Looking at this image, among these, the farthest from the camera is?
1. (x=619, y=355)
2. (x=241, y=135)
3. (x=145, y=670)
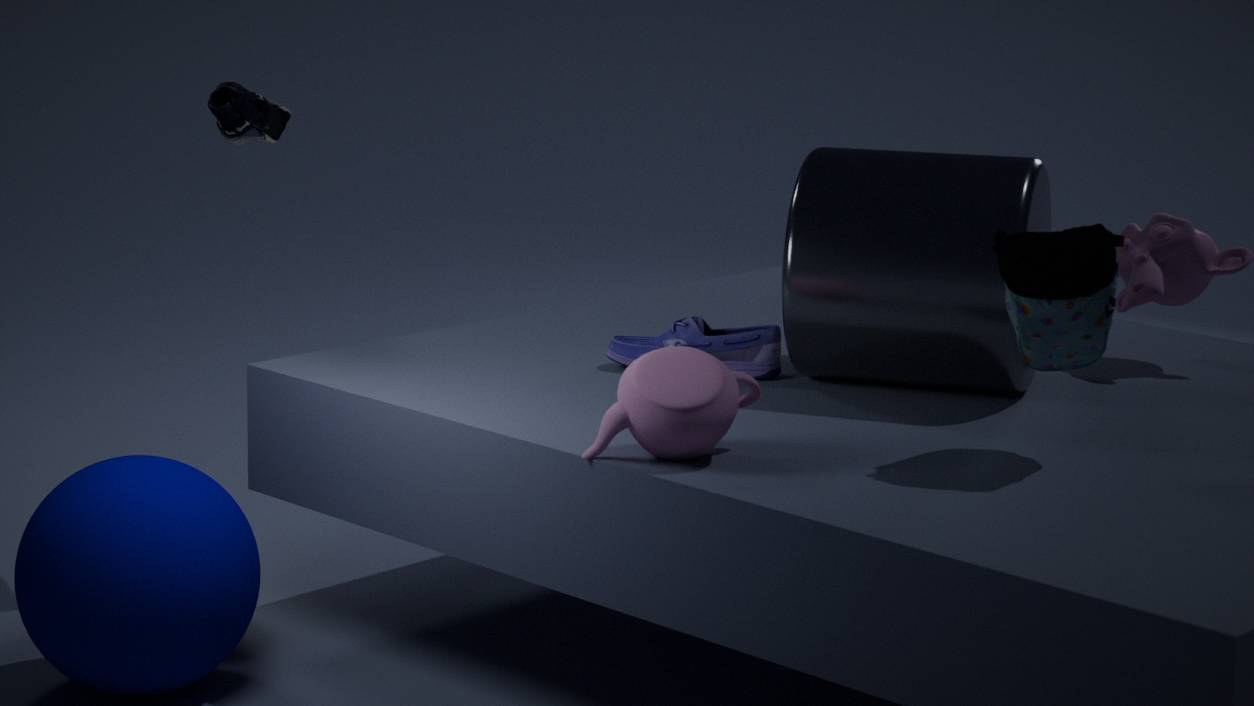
(x=241, y=135)
